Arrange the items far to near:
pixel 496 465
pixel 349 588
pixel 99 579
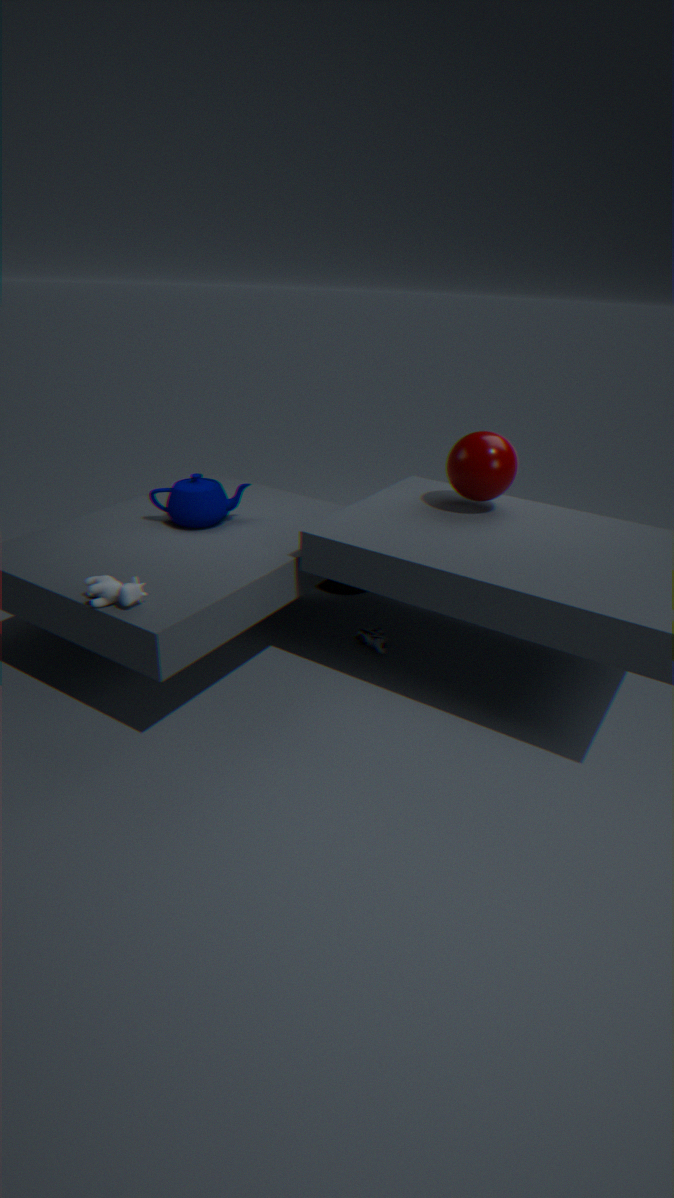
pixel 349 588, pixel 496 465, pixel 99 579
